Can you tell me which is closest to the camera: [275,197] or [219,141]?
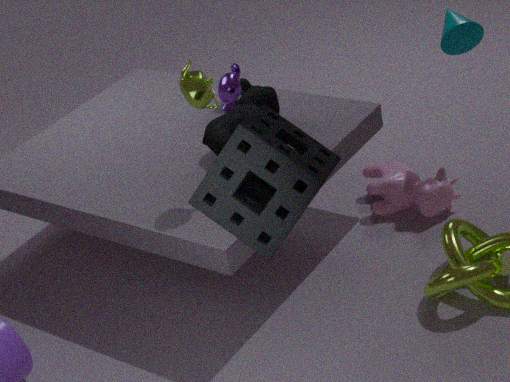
[275,197]
